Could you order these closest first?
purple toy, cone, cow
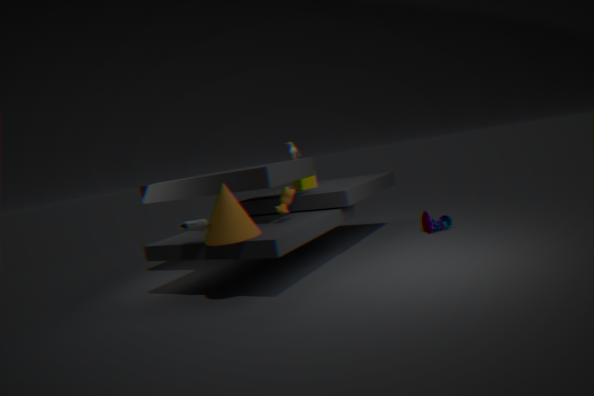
1. cone
2. cow
3. purple toy
